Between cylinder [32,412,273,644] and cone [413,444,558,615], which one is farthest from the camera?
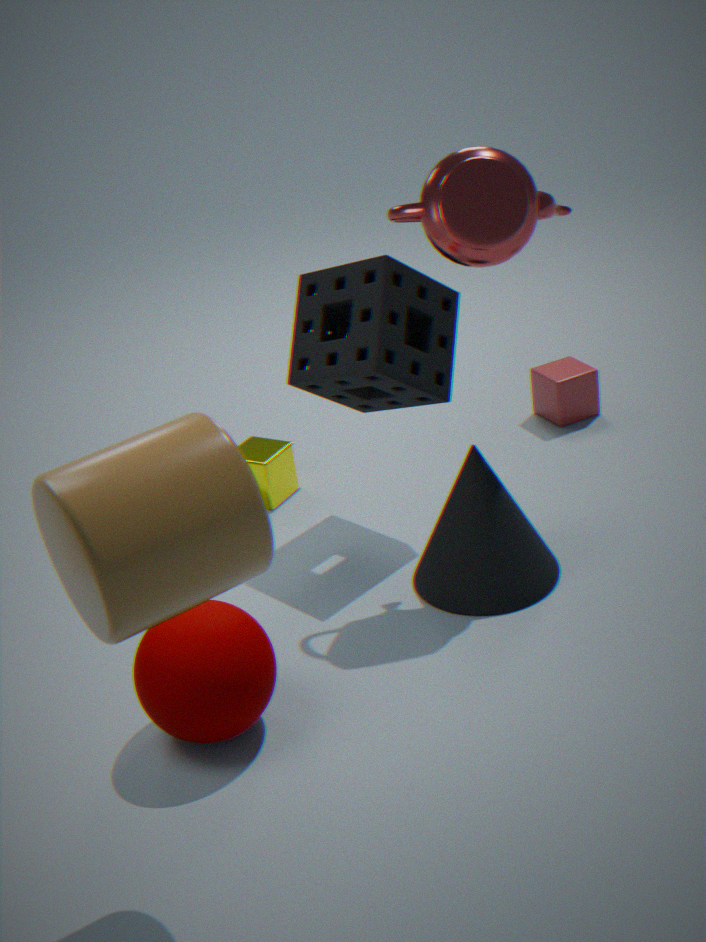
cone [413,444,558,615]
